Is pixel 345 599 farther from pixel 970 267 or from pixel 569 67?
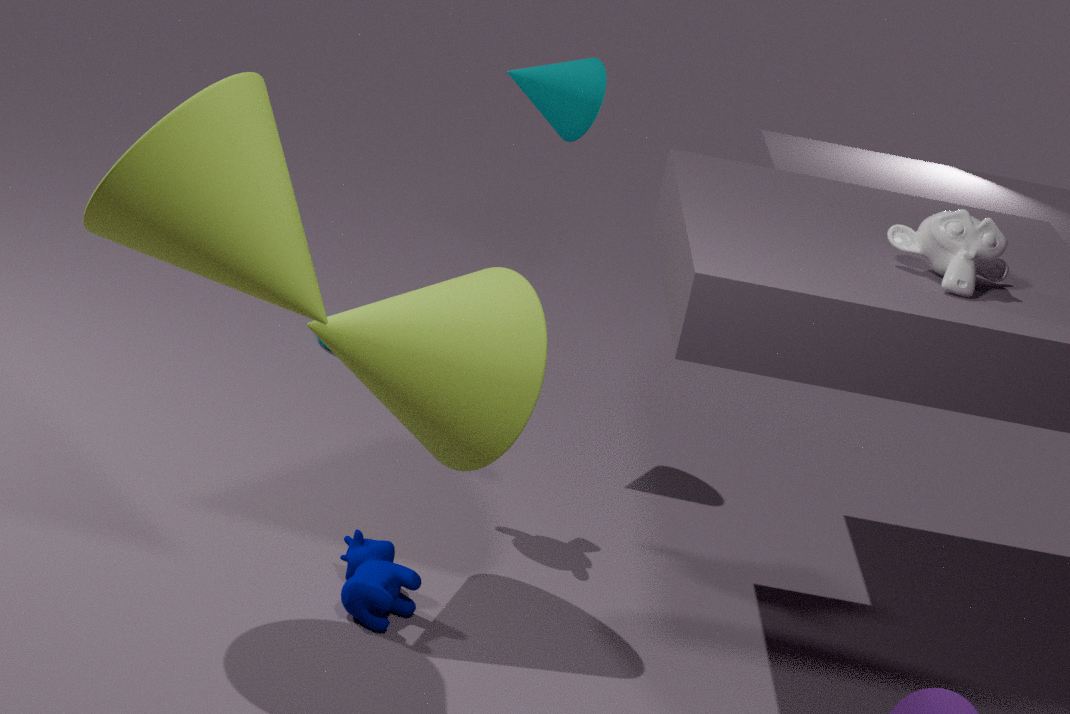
pixel 569 67
